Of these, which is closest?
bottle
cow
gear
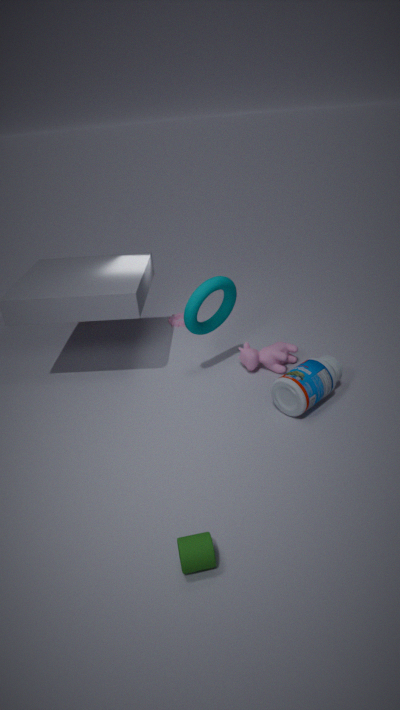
bottle
